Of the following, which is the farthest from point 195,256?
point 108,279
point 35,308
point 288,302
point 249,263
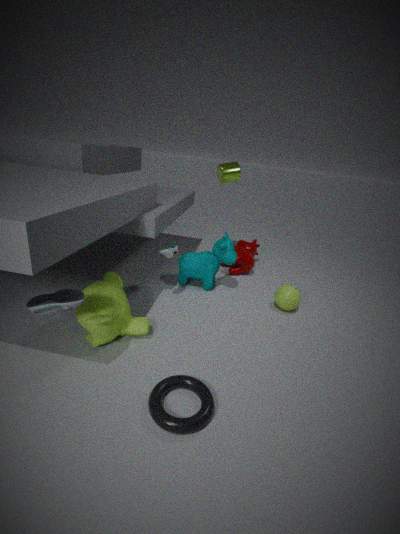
point 35,308
